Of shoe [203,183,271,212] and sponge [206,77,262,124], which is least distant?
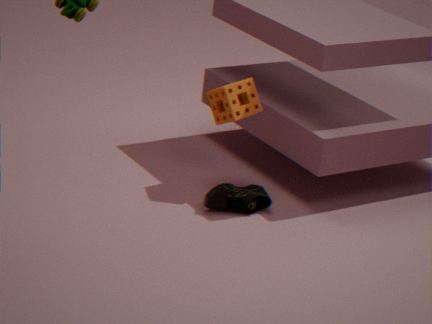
shoe [203,183,271,212]
